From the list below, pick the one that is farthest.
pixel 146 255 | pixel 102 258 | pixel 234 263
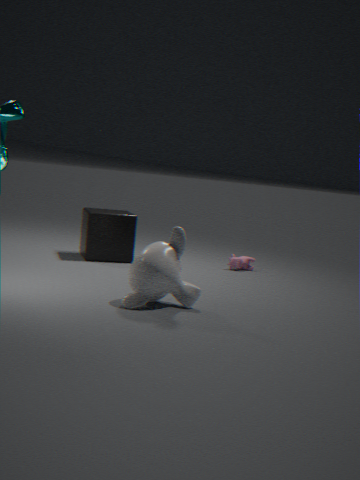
pixel 234 263
